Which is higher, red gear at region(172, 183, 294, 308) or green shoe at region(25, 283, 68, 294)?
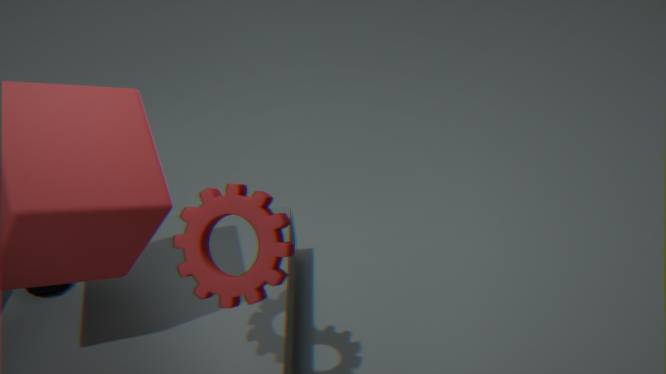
red gear at region(172, 183, 294, 308)
